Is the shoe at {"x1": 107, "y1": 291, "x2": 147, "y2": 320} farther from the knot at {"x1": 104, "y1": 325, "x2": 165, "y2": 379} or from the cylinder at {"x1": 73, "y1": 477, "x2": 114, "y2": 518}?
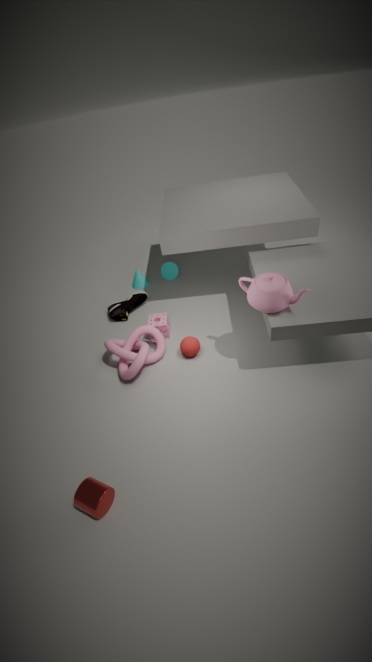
the cylinder at {"x1": 73, "y1": 477, "x2": 114, "y2": 518}
